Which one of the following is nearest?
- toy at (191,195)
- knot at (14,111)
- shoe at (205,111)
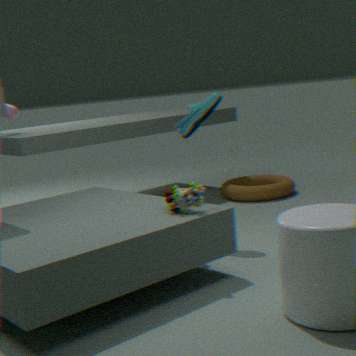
toy at (191,195)
